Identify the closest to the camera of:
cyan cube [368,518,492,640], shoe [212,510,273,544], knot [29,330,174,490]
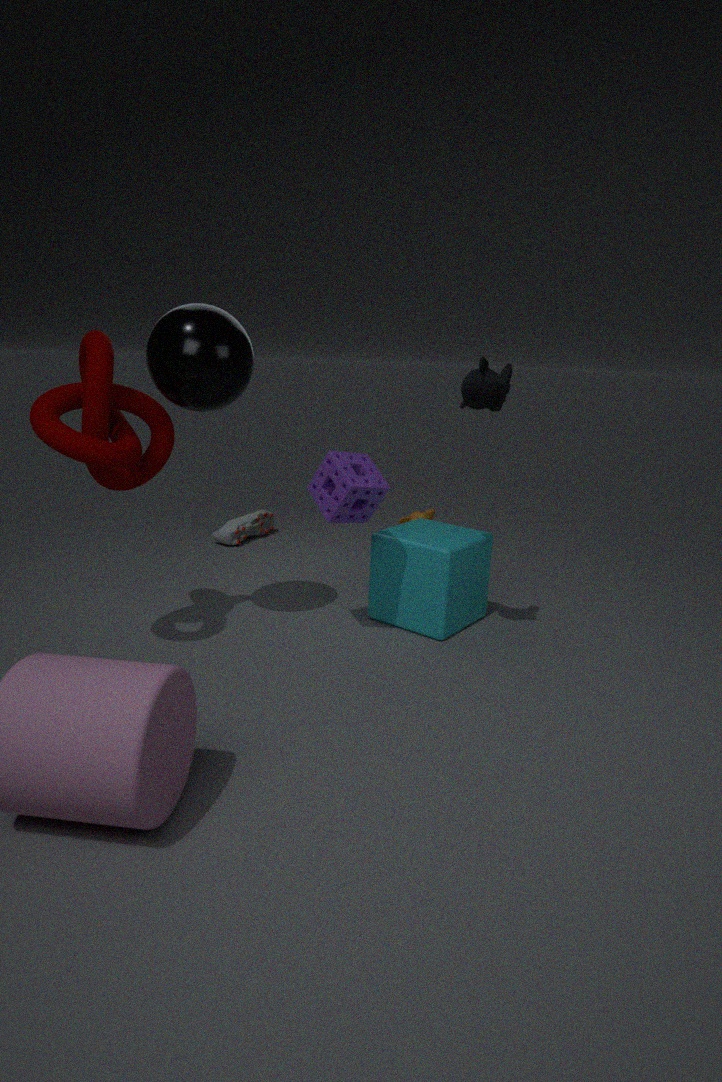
knot [29,330,174,490]
